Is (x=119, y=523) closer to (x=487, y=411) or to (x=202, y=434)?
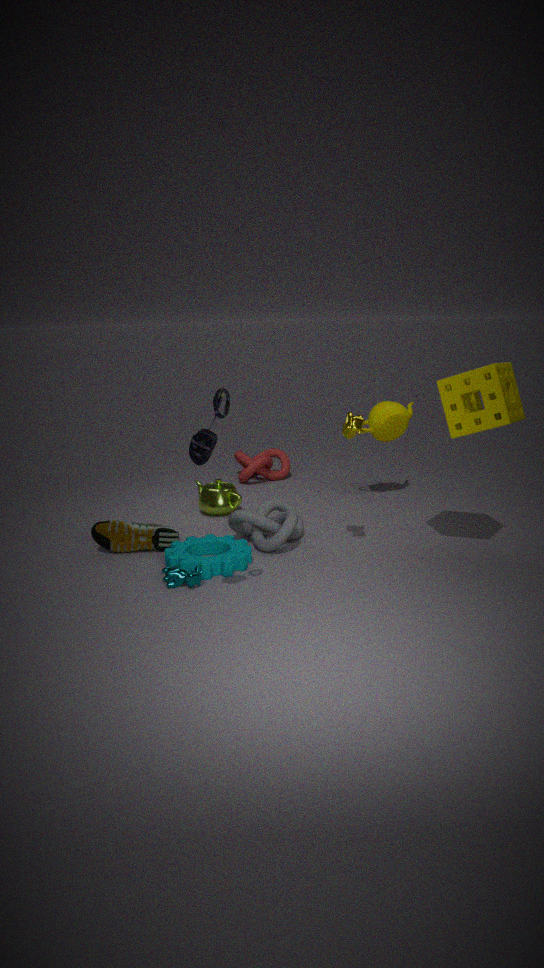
(x=202, y=434)
